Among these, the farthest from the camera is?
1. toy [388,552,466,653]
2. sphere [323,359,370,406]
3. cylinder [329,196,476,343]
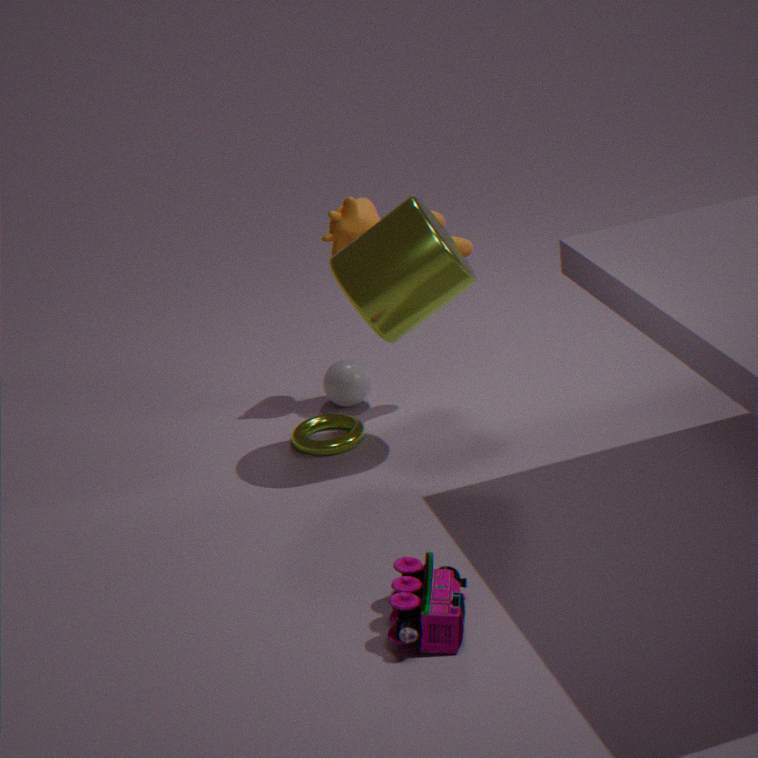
A: sphere [323,359,370,406]
